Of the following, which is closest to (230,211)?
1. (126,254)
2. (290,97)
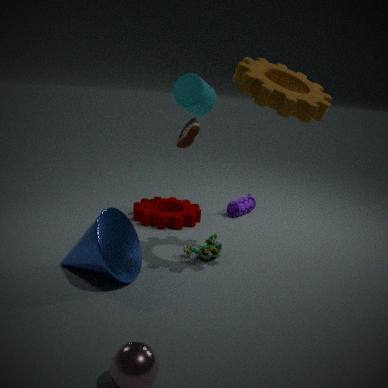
(290,97)
